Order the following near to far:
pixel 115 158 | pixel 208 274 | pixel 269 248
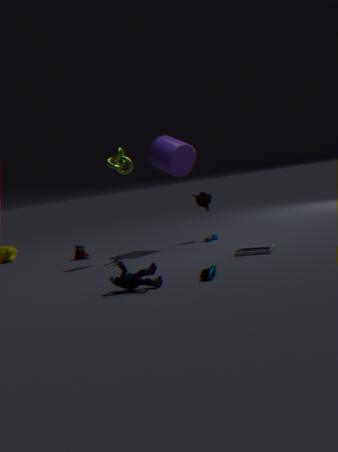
pixel 208 274
pixel 269 248
pixel 115 158
